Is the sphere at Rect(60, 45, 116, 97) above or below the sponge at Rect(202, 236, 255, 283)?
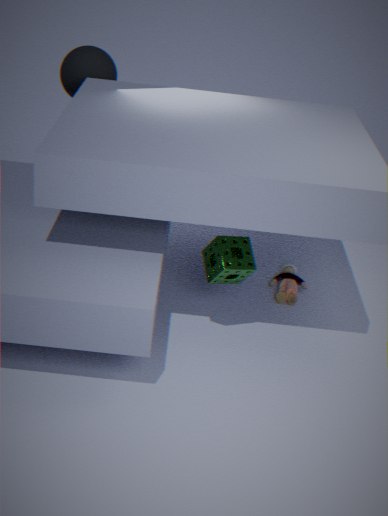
above
